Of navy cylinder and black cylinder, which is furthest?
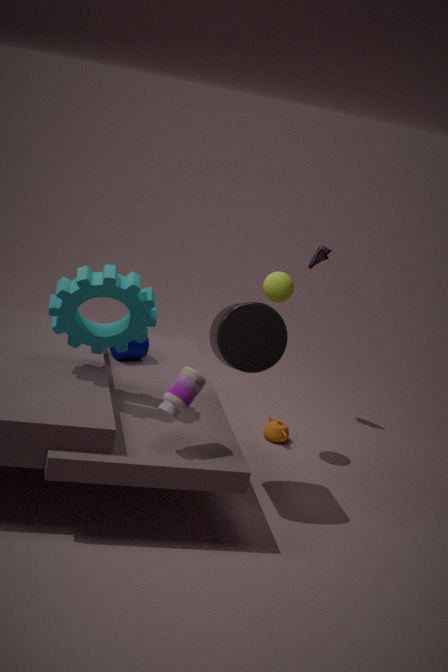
navy cylinder
